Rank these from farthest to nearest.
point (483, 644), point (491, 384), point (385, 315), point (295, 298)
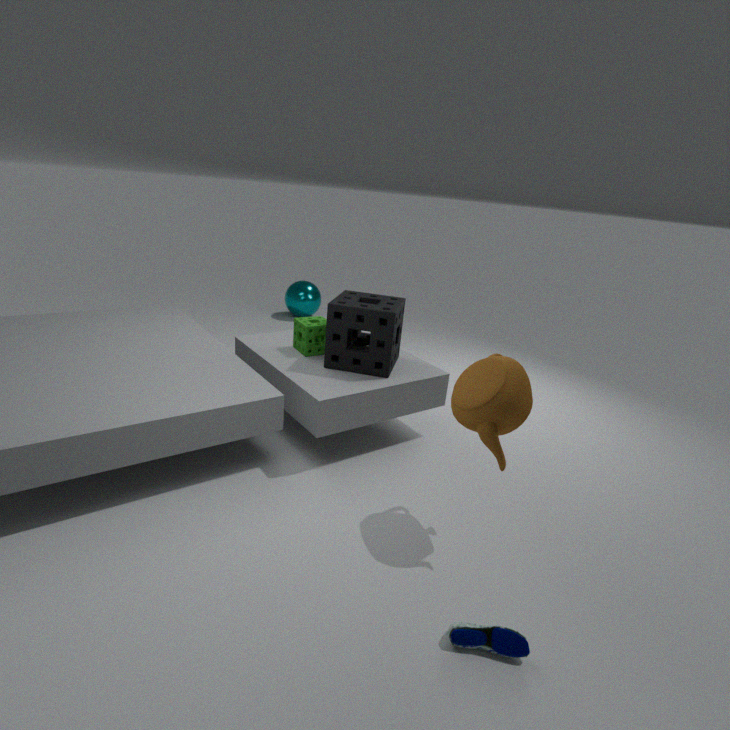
point (295, 298)
point (385, 315)
point (491, 384)
point (483, 644)
